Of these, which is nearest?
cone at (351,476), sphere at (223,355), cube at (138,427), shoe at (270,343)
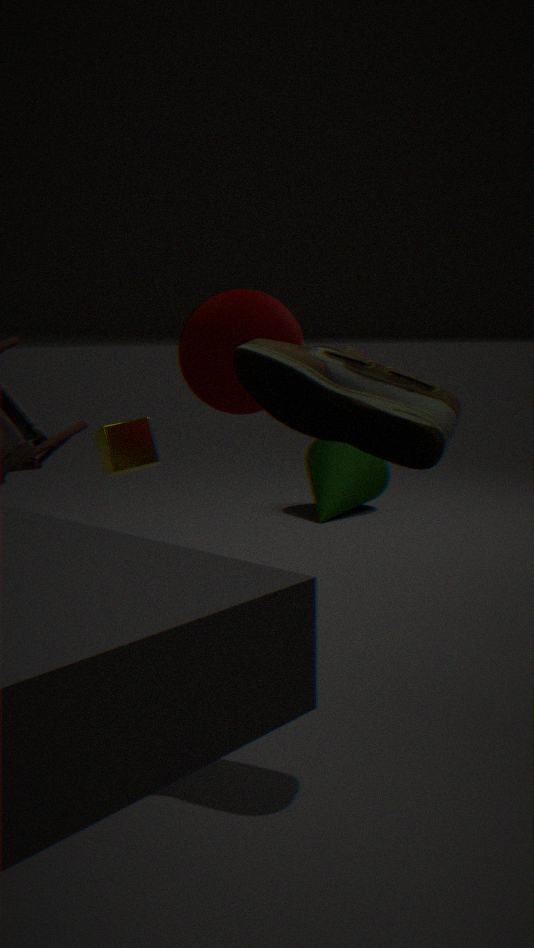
shoe at (270,343)
